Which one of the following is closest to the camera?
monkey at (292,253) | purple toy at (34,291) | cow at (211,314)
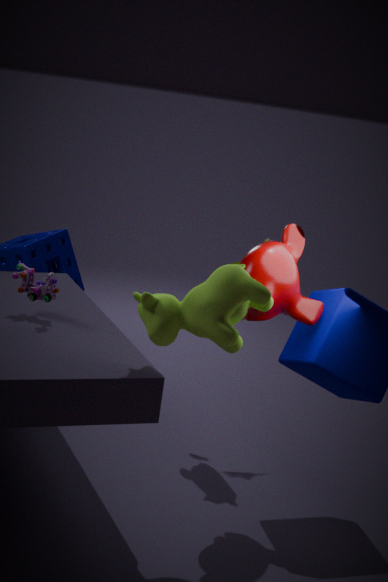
cow at (211,314)
